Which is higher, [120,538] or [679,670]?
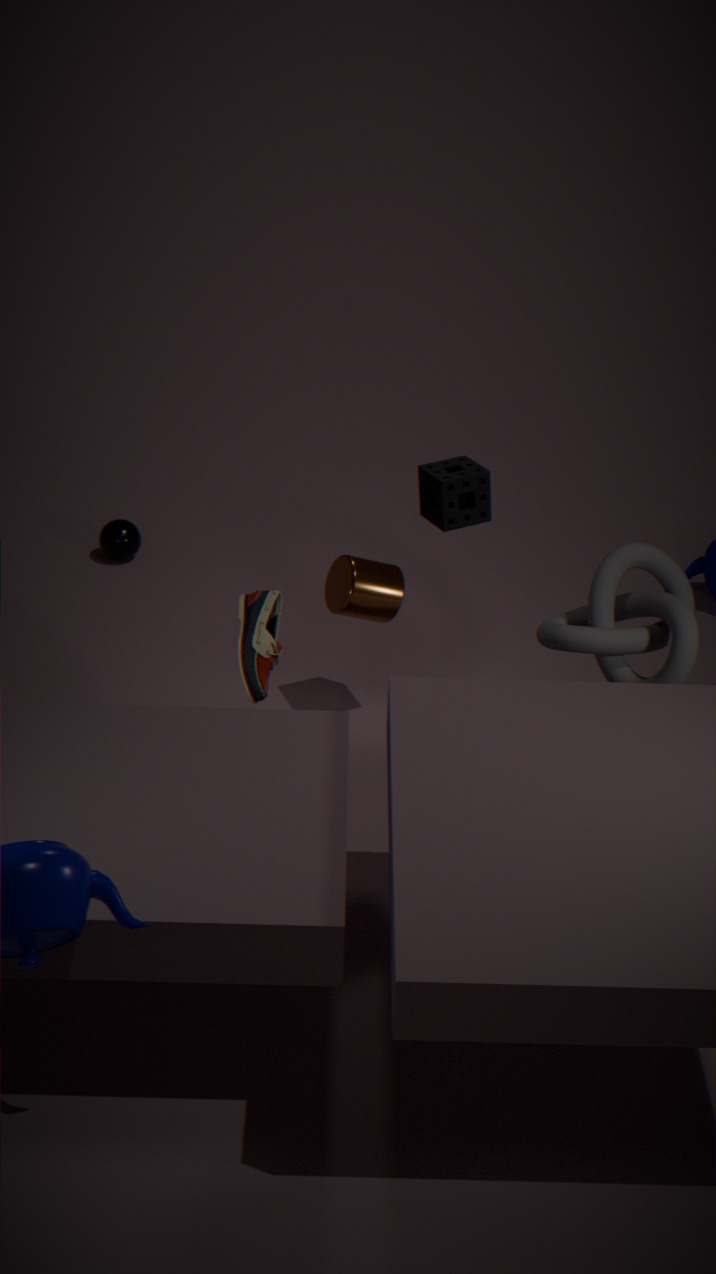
[679,670]
